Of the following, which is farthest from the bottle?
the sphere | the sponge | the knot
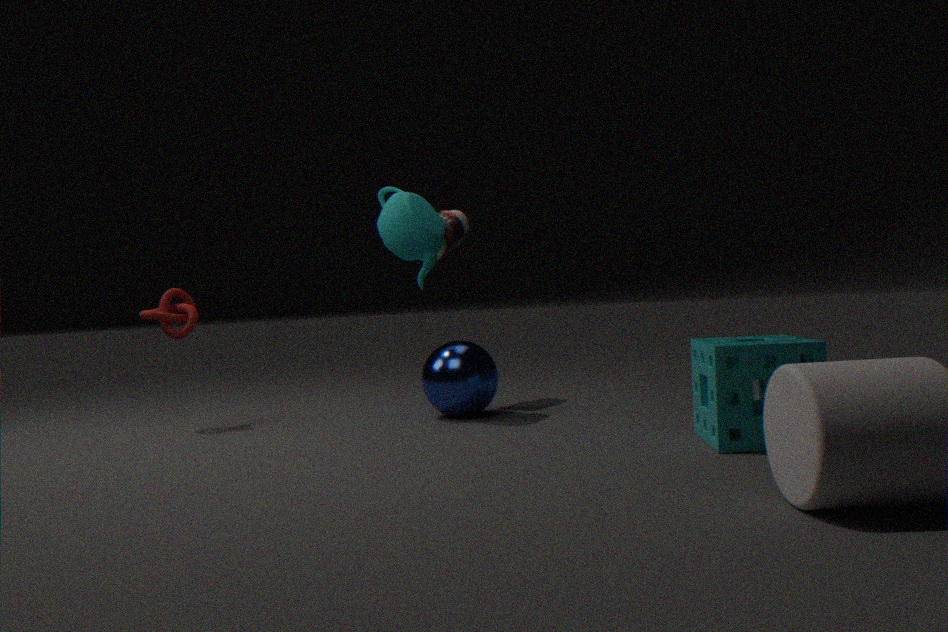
the sponge
